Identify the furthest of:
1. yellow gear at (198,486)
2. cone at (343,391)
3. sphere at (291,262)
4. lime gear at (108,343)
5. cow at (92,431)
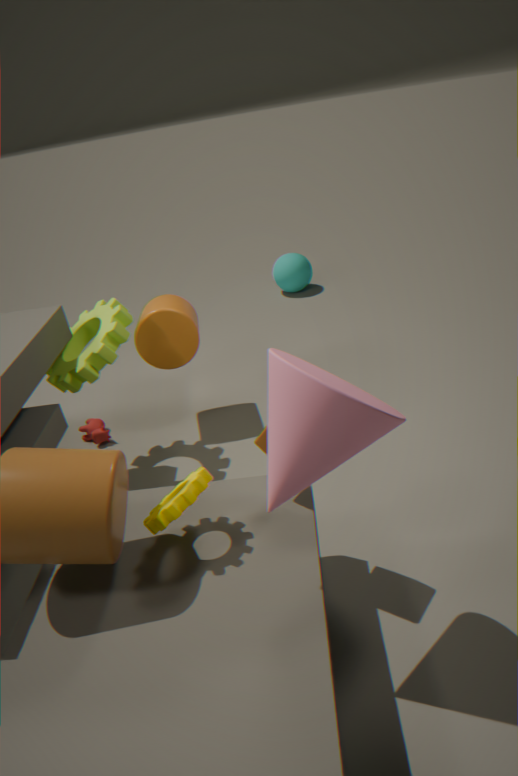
sphere at (291,262)
